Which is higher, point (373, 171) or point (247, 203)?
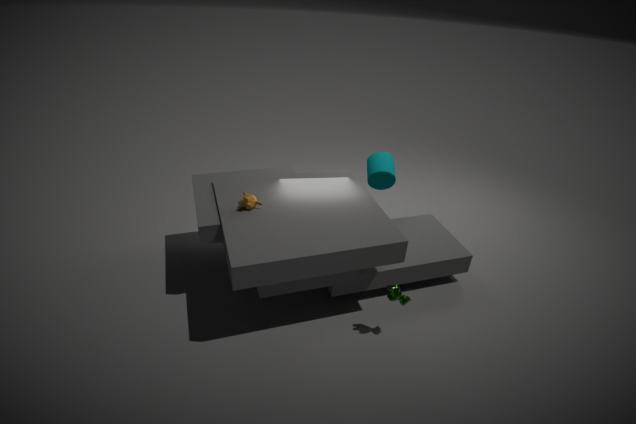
point (247, 203)
